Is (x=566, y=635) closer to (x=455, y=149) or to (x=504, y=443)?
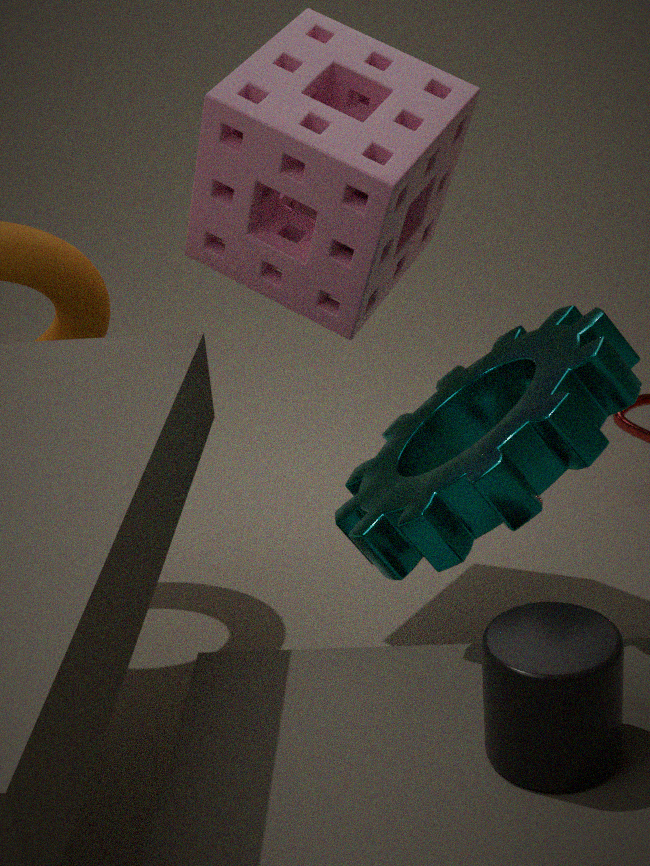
(x=504, y=443)
